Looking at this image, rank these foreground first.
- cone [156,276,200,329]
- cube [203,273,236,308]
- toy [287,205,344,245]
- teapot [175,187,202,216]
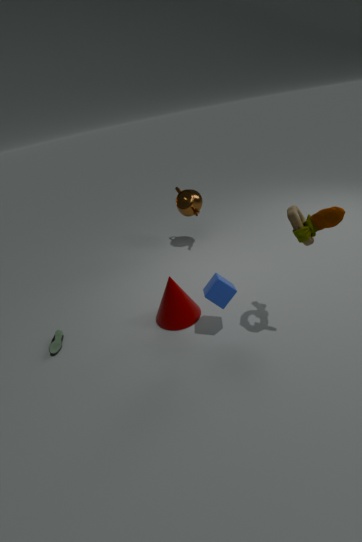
1. toy [287,205,344,245]
2. cube [203,273,236,308]
3. cone [156,276,200,329]
4. teapot [175,187,202,216]
